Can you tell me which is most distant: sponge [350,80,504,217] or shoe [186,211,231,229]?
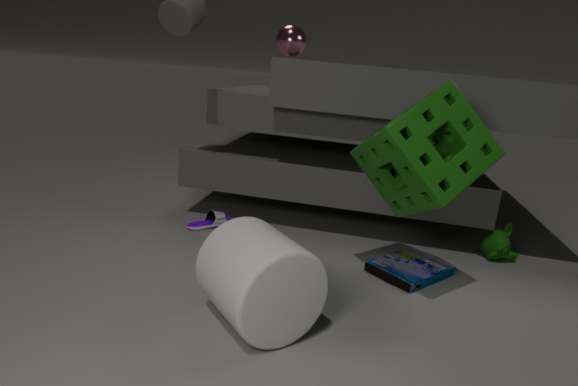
shoe [186,211,231,229]
